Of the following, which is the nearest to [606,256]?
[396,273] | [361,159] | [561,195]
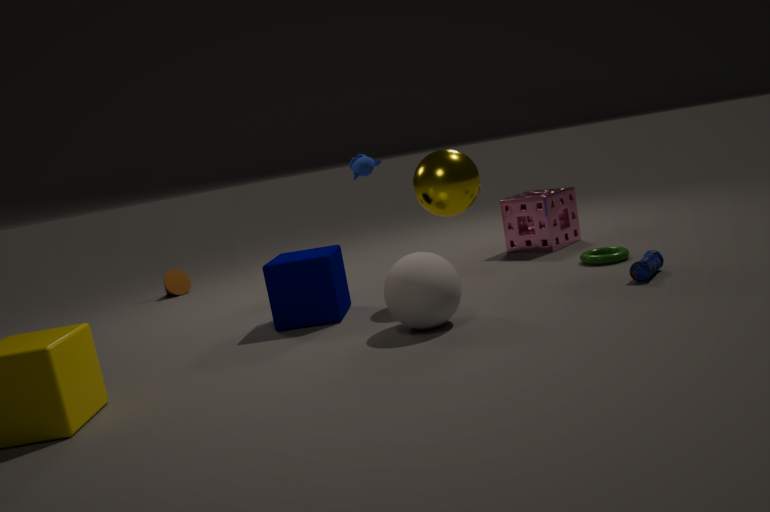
[561,195]
